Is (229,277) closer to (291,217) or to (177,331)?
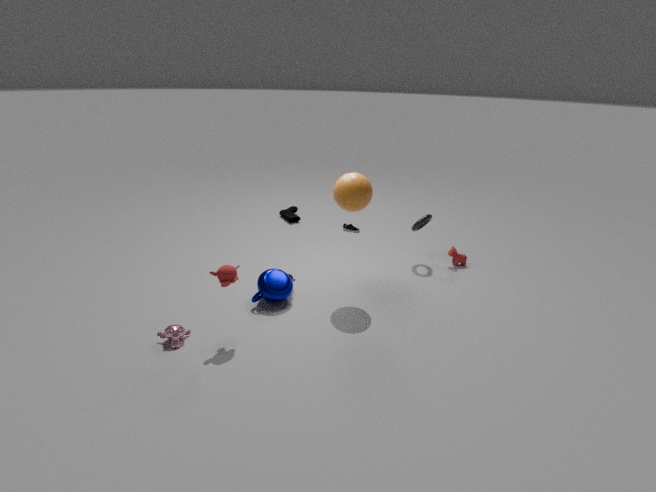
(177,331)
